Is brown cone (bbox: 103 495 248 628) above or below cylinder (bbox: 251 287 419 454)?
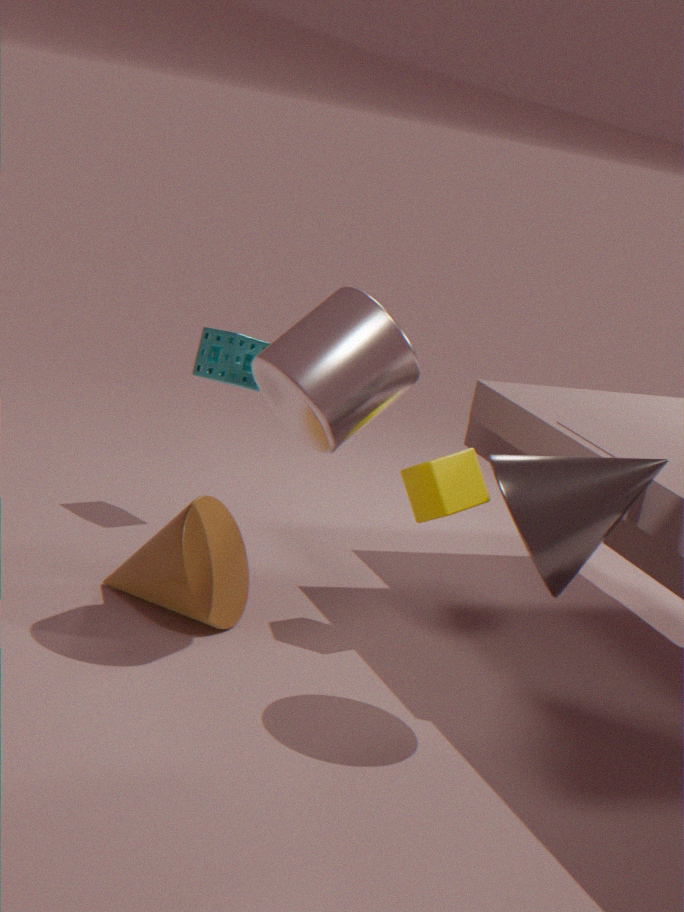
below
